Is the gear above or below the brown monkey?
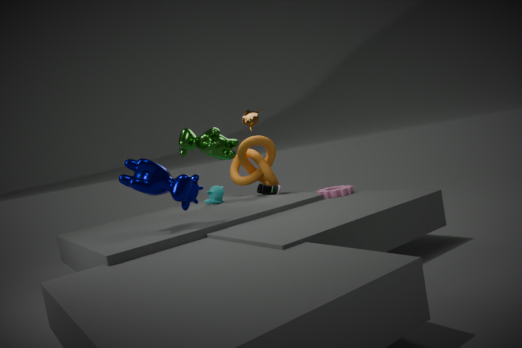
below
